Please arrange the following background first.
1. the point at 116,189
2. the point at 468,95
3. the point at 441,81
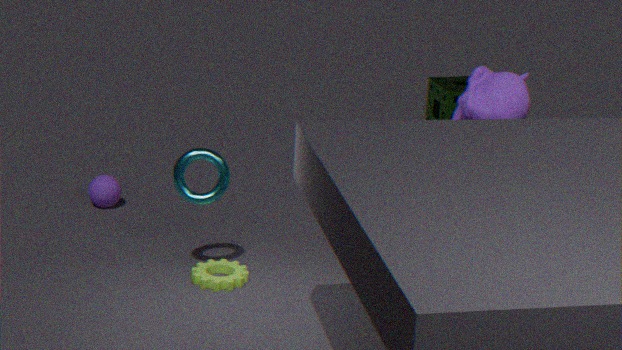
the point at 441,81
the point at 116,189
the point at 468,95
